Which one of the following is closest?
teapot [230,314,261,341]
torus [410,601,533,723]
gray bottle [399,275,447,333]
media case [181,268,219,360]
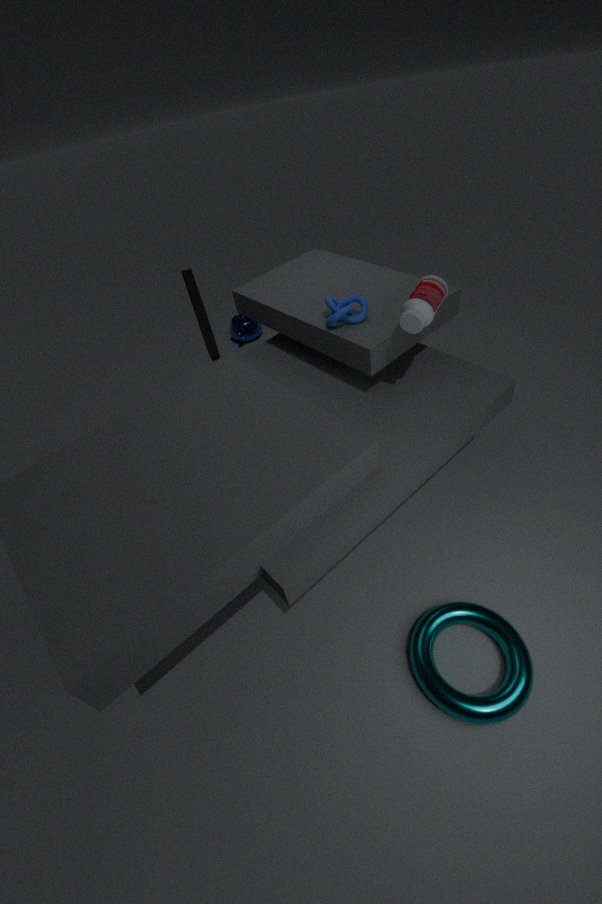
torus [410,601,533,723]
